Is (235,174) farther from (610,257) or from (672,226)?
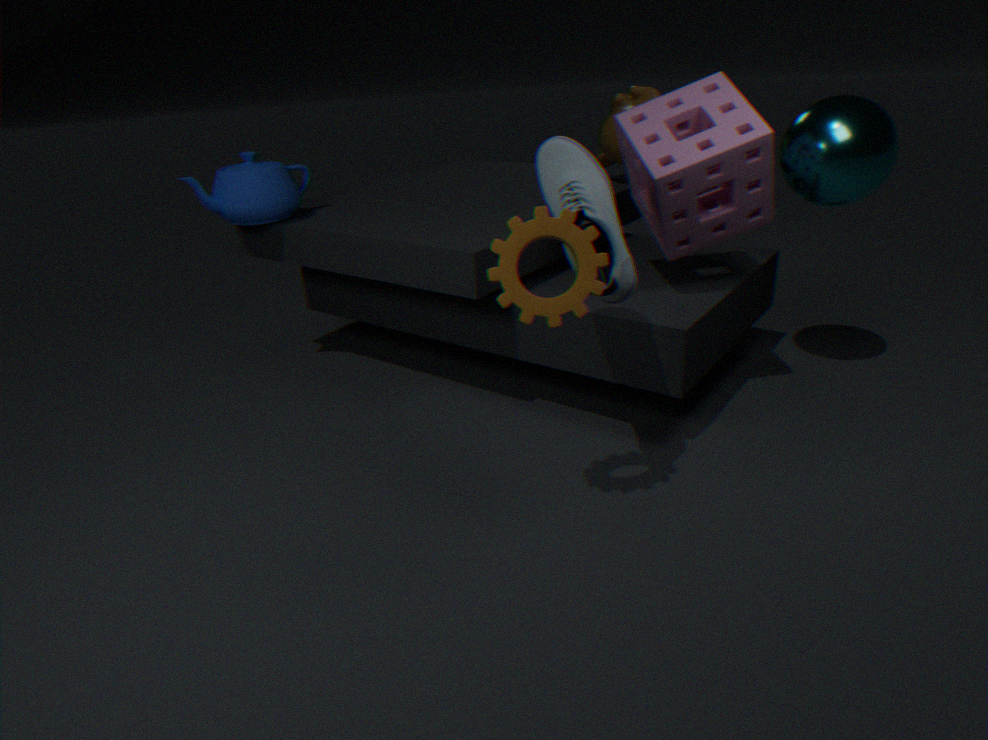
(672,226)
